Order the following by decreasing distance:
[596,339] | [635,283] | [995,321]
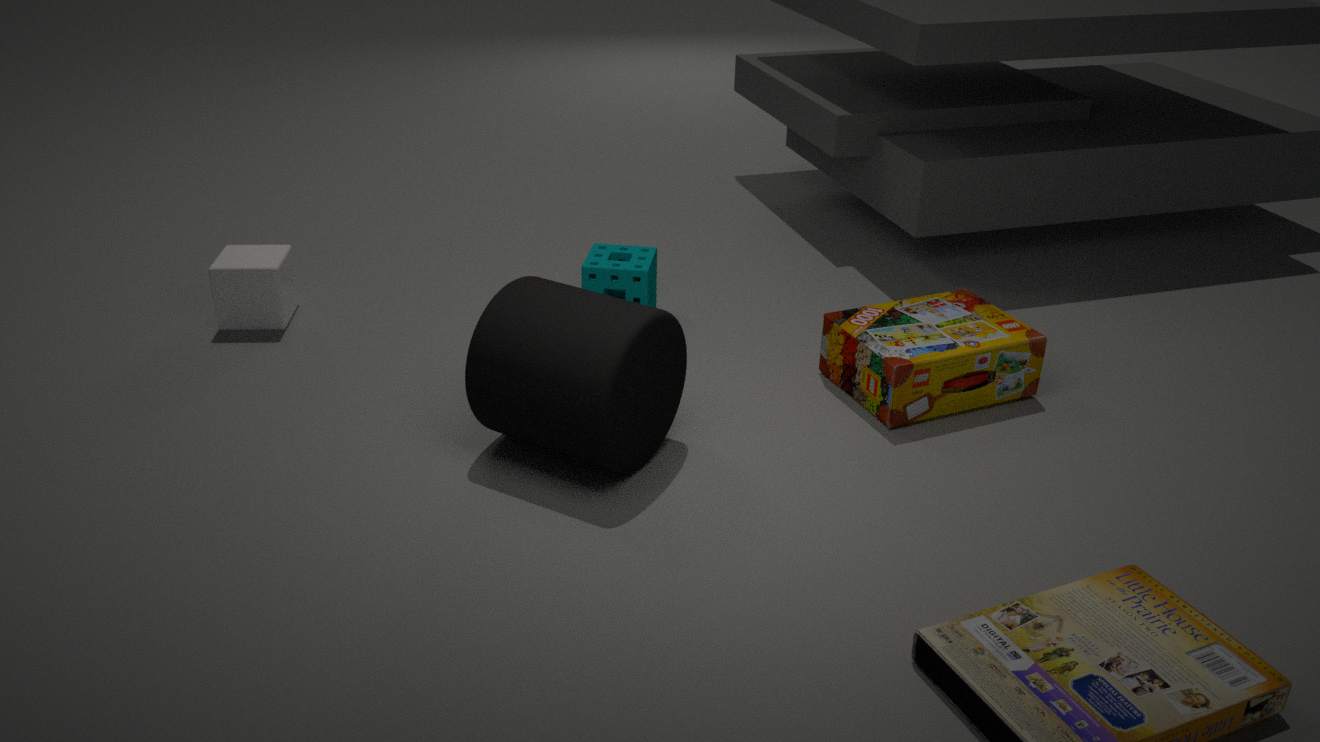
[635,283] < [995,321] < [596,339]
